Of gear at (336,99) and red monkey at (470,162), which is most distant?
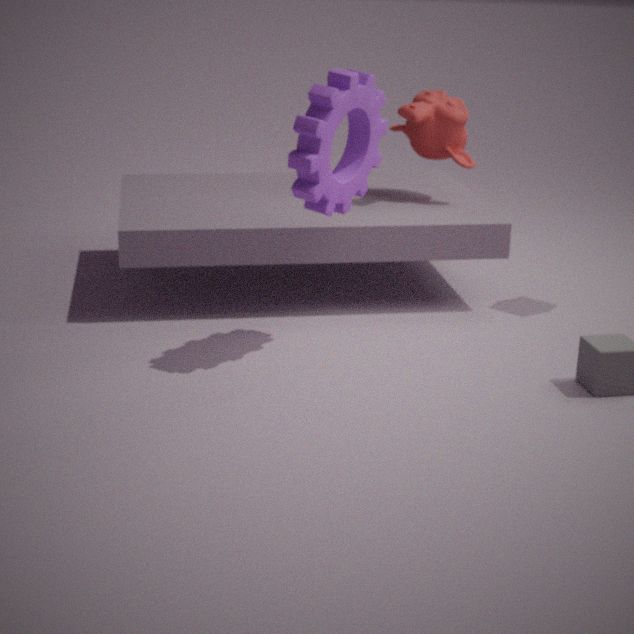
red monkey at (470,162)
